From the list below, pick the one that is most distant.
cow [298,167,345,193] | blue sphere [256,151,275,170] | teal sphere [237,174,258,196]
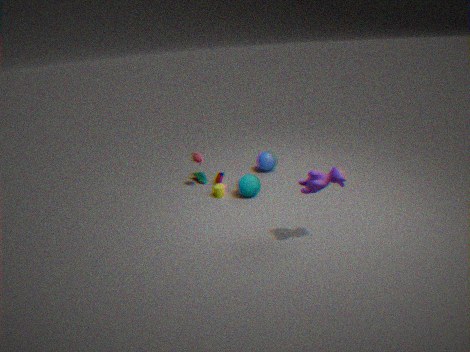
blue sphere [256,151,275,170]
